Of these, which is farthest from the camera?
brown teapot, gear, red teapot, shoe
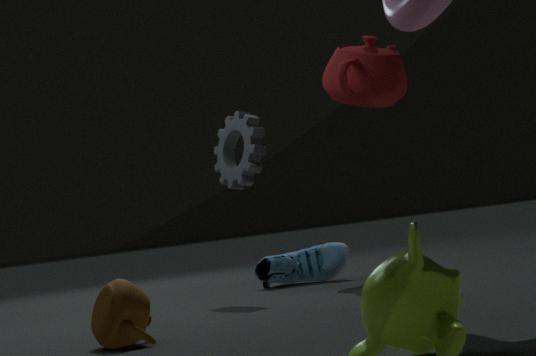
shoe
